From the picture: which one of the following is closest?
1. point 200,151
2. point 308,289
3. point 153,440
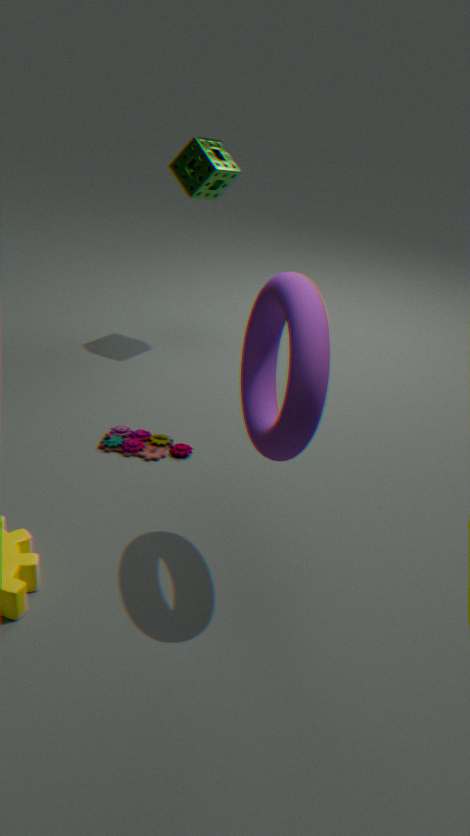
point 308,289
